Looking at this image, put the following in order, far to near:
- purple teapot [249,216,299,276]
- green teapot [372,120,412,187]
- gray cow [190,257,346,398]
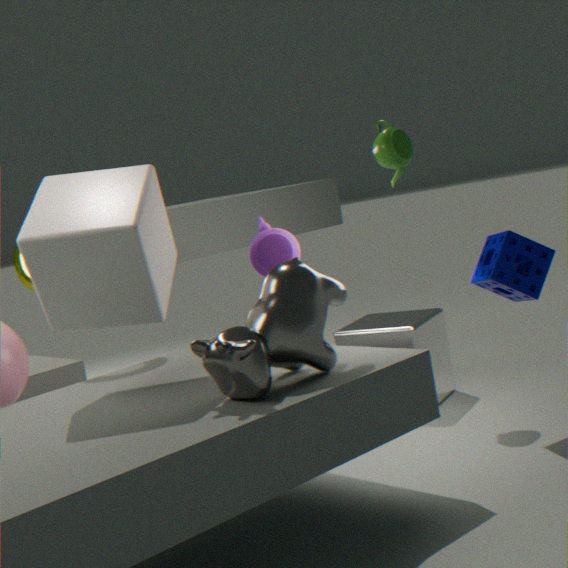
green teapot [372,120,412,187] → purple teapot [249,216,299,276] → gray cow [190,257,346,398]
